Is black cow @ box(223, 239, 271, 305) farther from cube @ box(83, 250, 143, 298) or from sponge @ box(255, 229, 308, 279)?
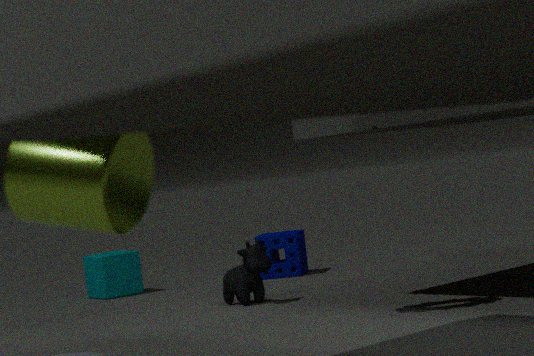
cube @ box(83, 250, 143, 298)
